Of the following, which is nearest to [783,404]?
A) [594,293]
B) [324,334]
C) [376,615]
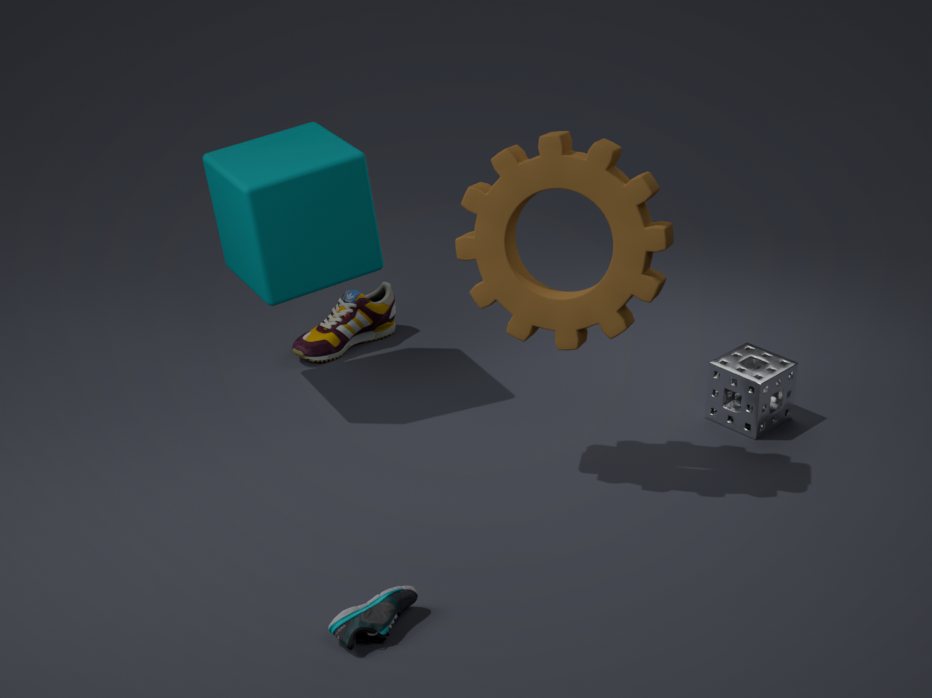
[594,293]
